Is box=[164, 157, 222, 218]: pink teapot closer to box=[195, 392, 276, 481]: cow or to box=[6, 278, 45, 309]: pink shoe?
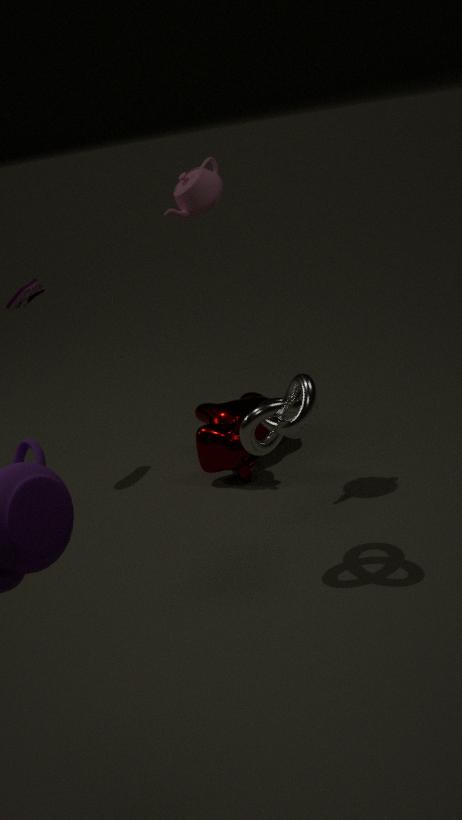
box=[195, 392, 276, 481]: cow
